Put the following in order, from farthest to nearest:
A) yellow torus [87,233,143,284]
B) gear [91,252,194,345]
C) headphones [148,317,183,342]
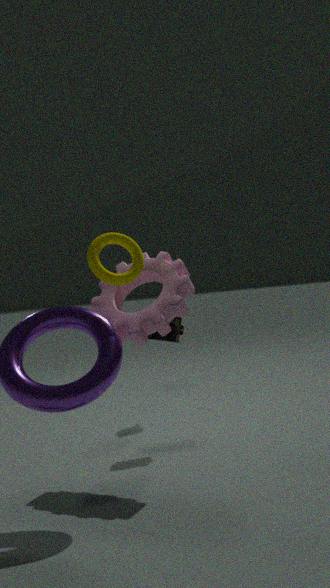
headphones [148,317,183,342]
gear [91,252,194,345]
yellow torus [87,233,143,284]
